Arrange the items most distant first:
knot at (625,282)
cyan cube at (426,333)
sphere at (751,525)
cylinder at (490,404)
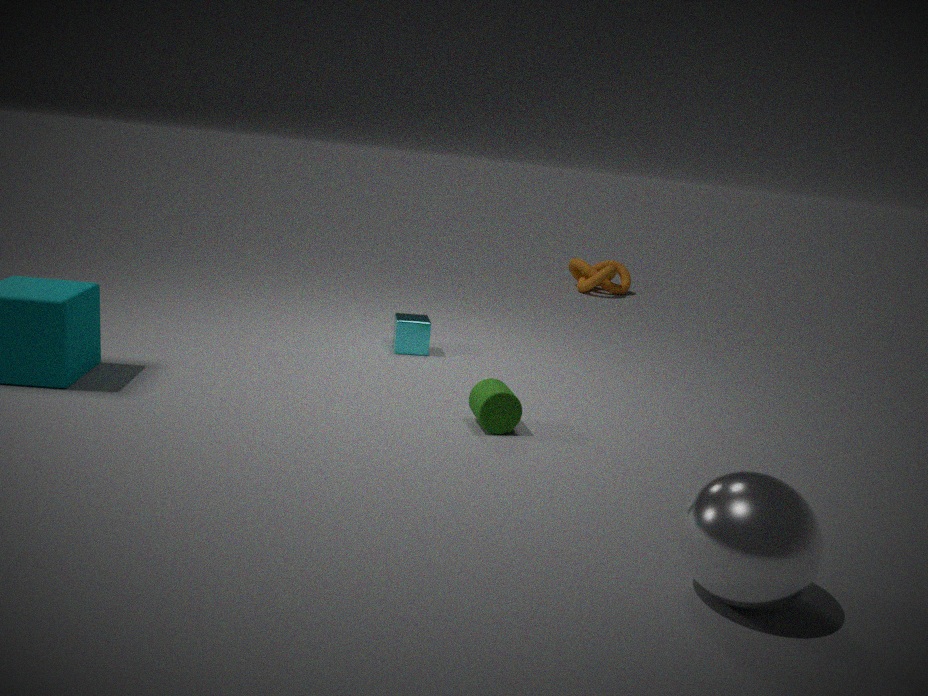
knot at (625,282)
cyan cube at (426,333)
cylinder at (490,404)
sphere at (751,525)
